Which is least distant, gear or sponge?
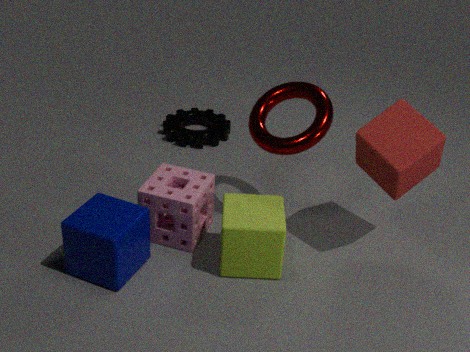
sponge
